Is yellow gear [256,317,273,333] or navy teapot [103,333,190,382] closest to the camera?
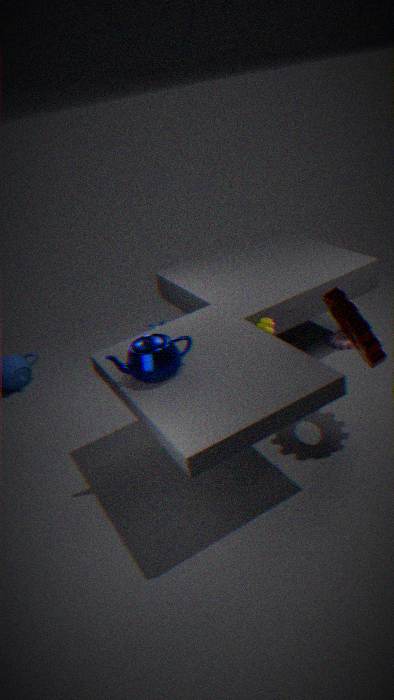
navy teapot [103,333,190,382]
